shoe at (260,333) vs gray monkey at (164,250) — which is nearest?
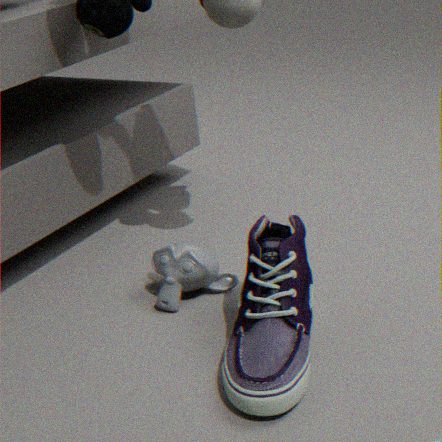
shoe at (260,333)
